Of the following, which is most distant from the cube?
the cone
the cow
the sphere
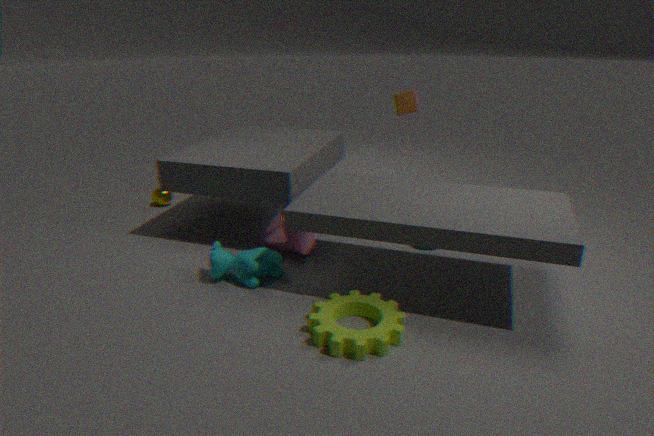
the sphere
